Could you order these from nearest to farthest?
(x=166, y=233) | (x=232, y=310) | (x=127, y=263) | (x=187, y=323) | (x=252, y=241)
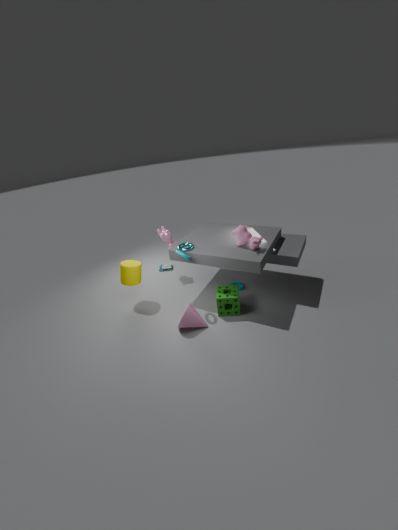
1. (x=252, y=241)
2. (x=187, y=323)
3. (x=232, y=310)
4. (x=127, y=263)
5. (x=166, y=233)
